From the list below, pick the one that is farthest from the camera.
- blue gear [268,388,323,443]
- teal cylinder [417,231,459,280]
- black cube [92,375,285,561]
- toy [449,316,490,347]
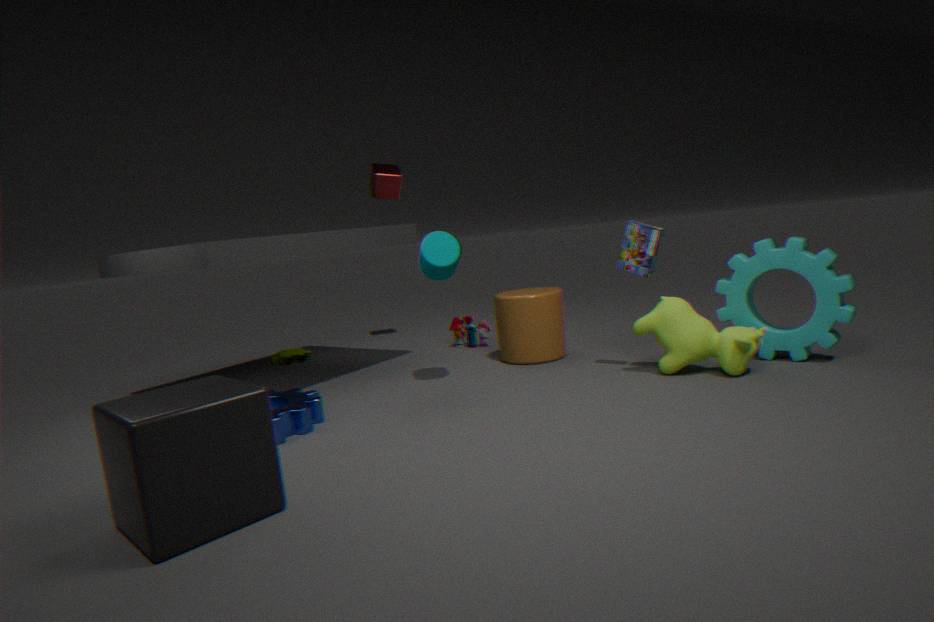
toy [449,316,490,347]
